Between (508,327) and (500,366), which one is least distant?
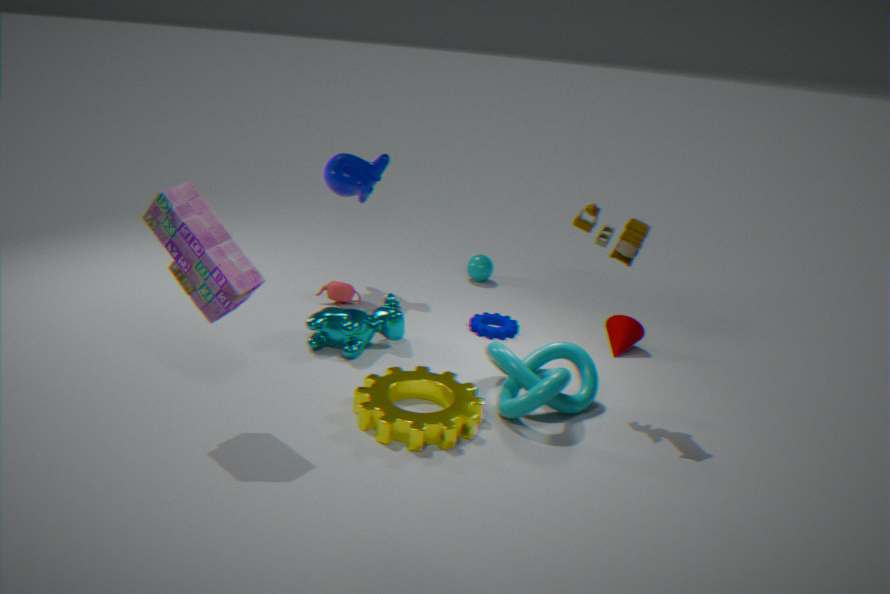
(500,366)
